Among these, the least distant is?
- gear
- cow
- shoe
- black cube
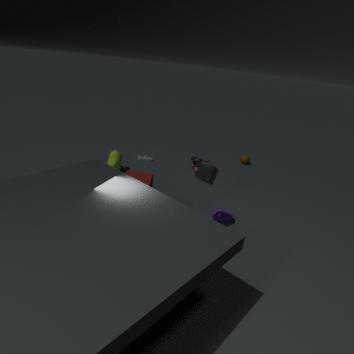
black cube
